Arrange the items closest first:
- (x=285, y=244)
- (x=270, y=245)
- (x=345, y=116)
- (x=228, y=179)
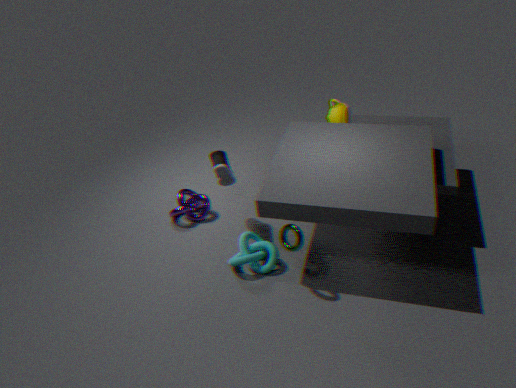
(x=285, y=244)
(x=270, y=245)
(x=228, y=179)
(x=345, y=116)
